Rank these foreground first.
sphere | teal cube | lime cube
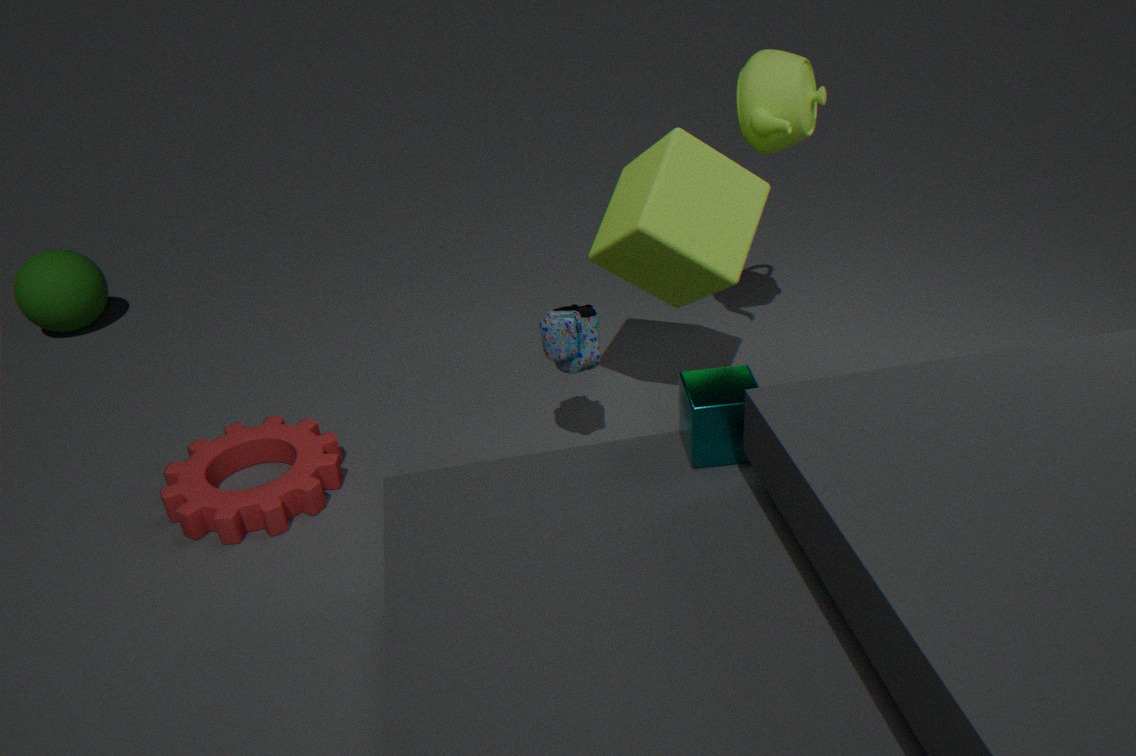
teal cube
lime cube
sphere
